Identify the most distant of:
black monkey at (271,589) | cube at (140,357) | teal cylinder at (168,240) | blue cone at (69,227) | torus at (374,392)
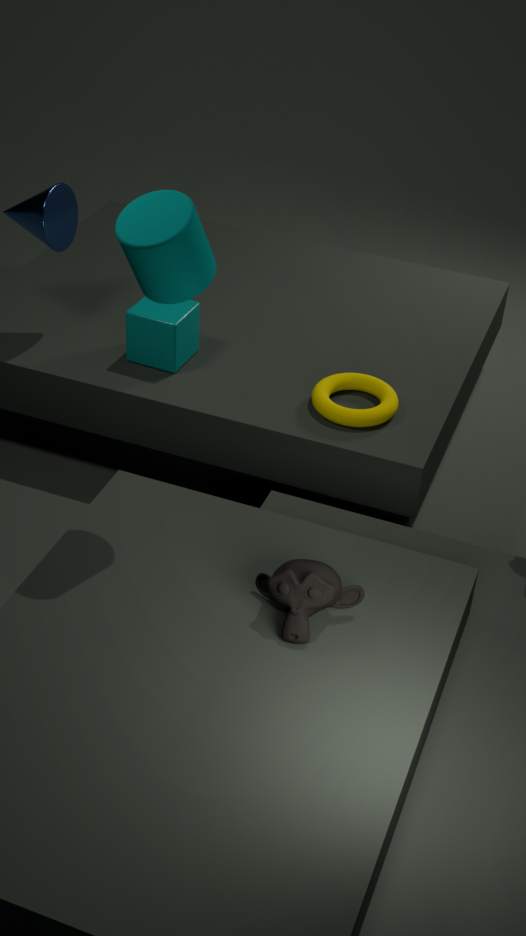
cube at (140,357)
